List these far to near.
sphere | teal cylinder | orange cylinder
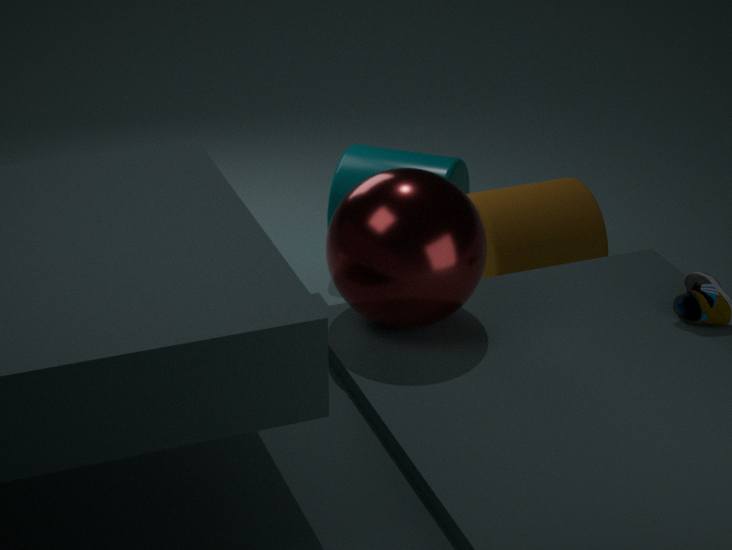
teal cylinder
orange cylinder
sphere
